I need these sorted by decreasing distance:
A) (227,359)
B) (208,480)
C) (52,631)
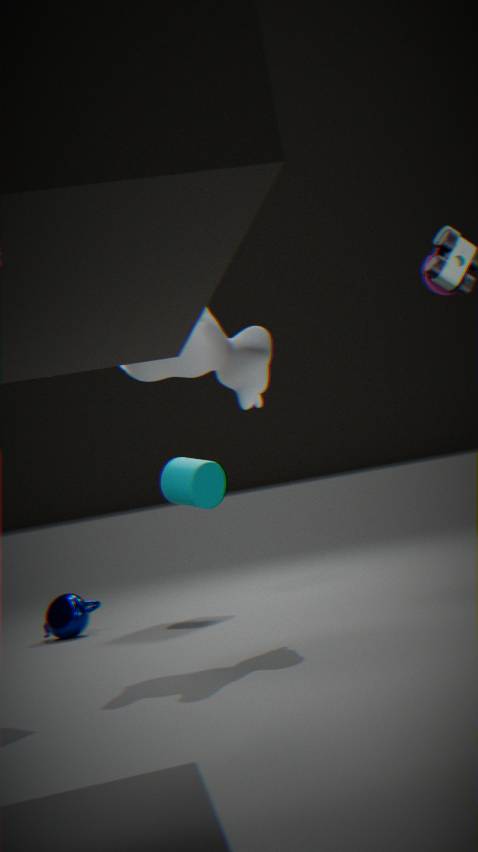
(208,480), (52,631), (227,359)
